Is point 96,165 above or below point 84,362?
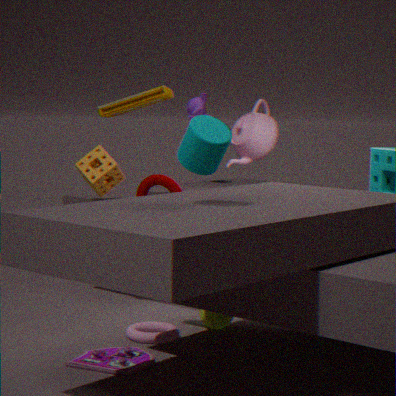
above
